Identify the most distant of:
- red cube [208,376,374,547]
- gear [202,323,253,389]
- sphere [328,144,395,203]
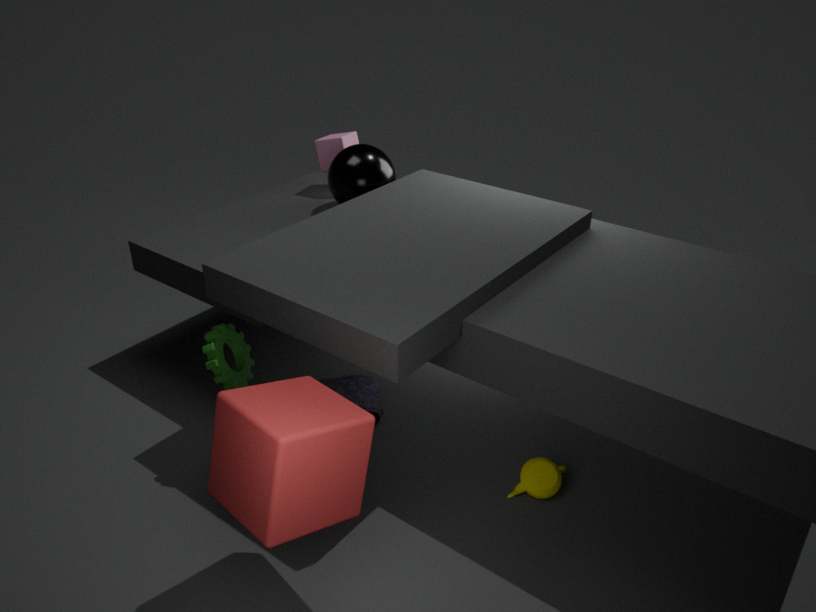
sphere [328,144,395,203]
